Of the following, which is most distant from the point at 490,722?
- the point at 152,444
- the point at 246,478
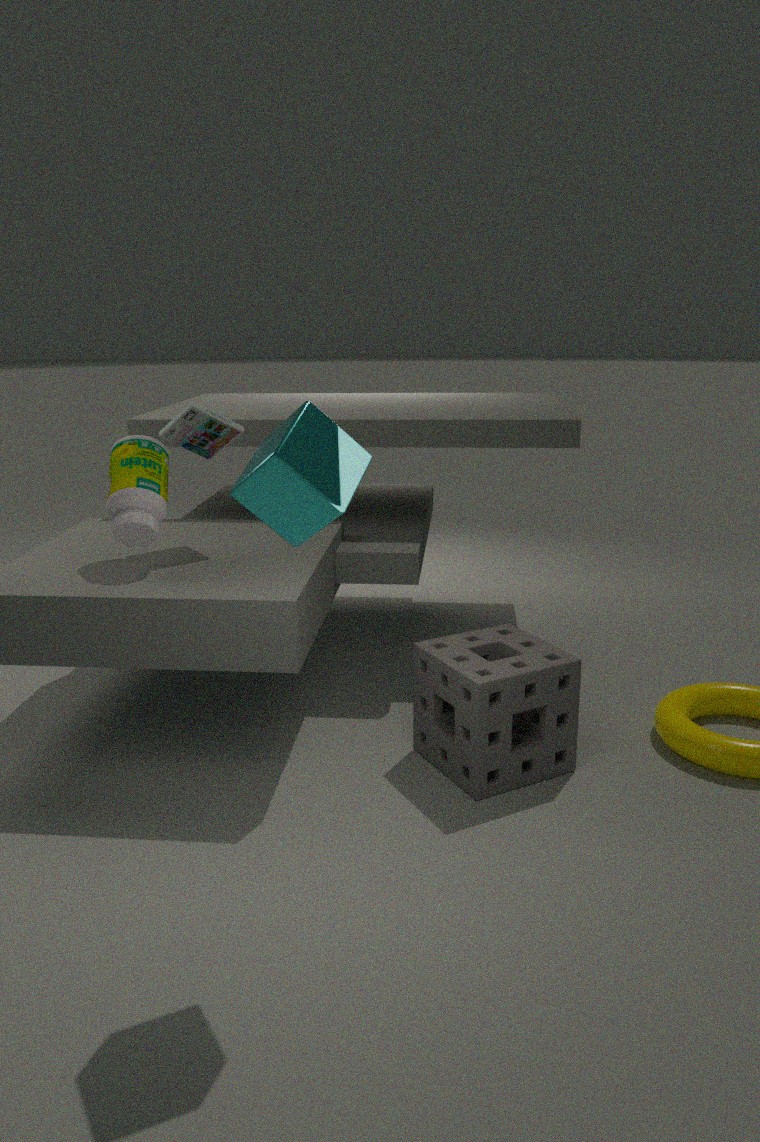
the point at 152,444
